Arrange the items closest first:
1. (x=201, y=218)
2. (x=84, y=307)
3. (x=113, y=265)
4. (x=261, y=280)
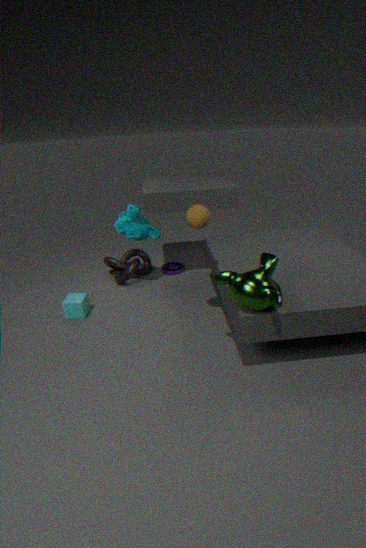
(x=261, y=280) < (x=201, y=218) < (x=84, y=307) < (x=113, y=265)
